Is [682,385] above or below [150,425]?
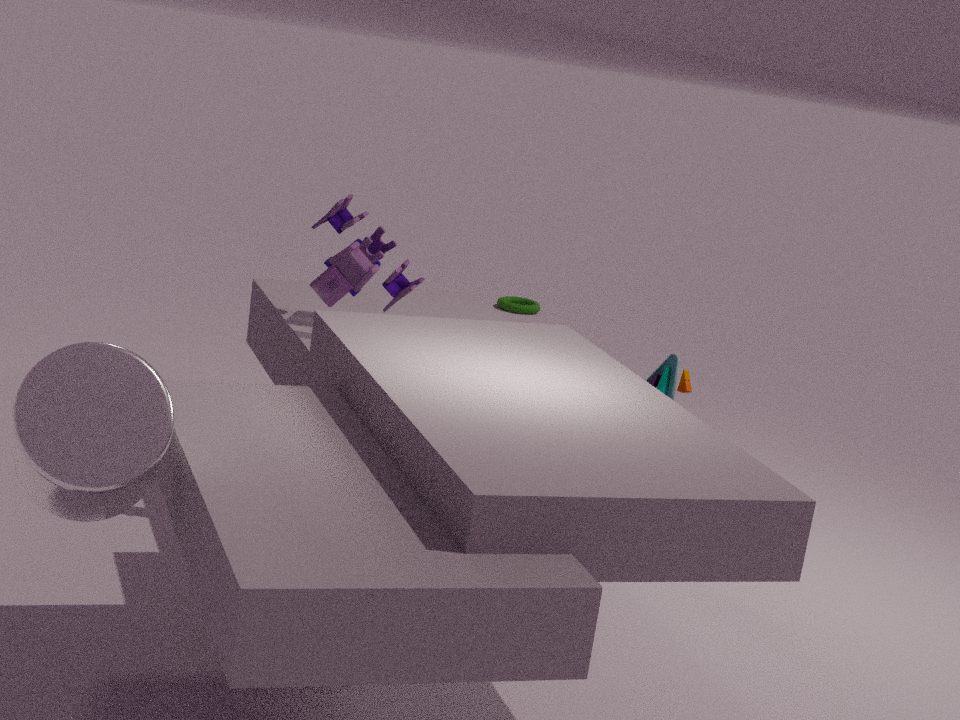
below
